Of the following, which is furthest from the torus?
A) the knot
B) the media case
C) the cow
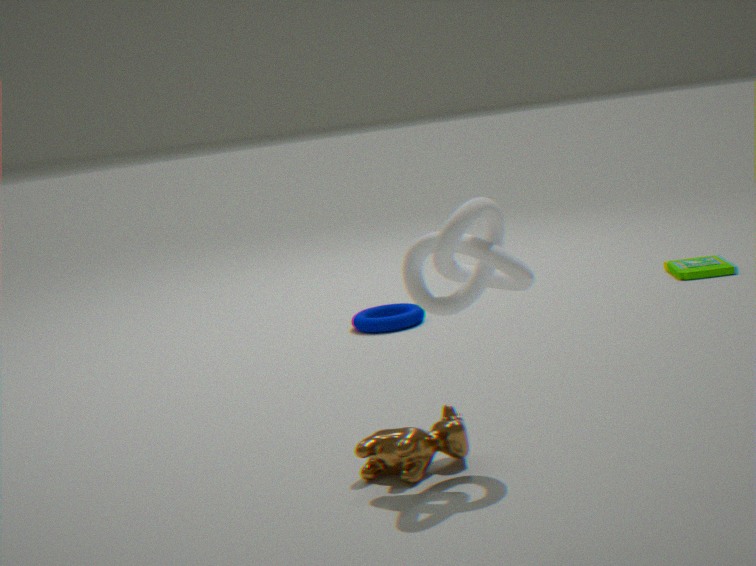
the knot
